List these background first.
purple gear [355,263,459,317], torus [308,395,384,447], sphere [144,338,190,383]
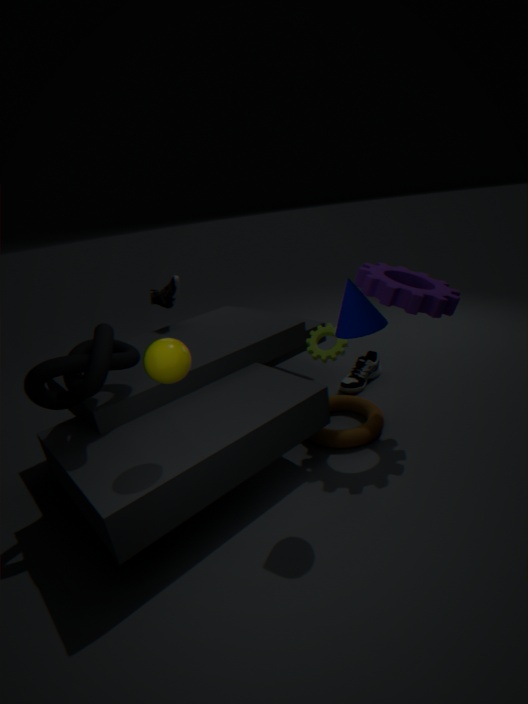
torus [308,395,384,447] < purple gear [355,263,459,317] < sphere [144,338,190,383]
